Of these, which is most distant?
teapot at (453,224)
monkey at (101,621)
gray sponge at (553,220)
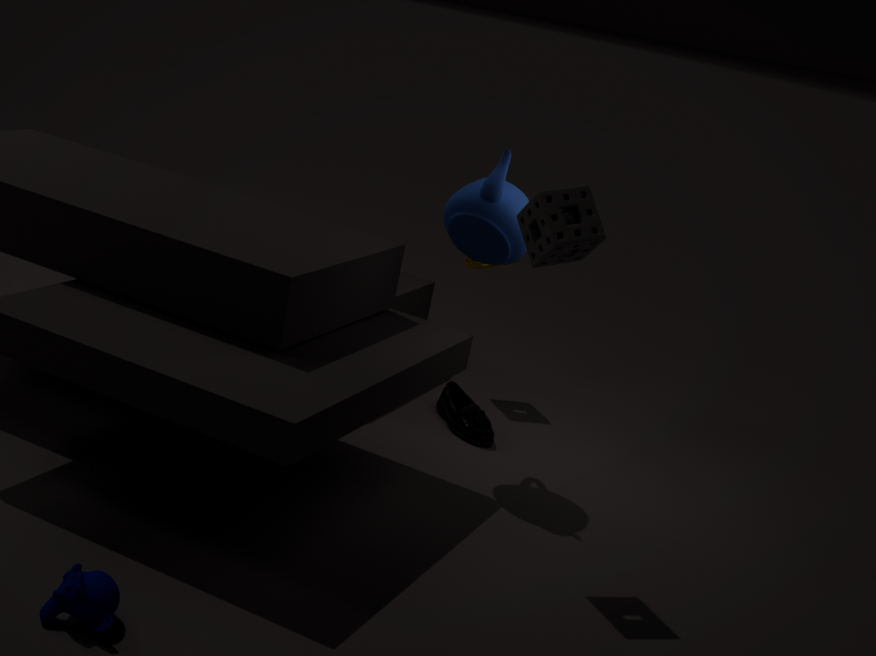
teapot at (453,224)
